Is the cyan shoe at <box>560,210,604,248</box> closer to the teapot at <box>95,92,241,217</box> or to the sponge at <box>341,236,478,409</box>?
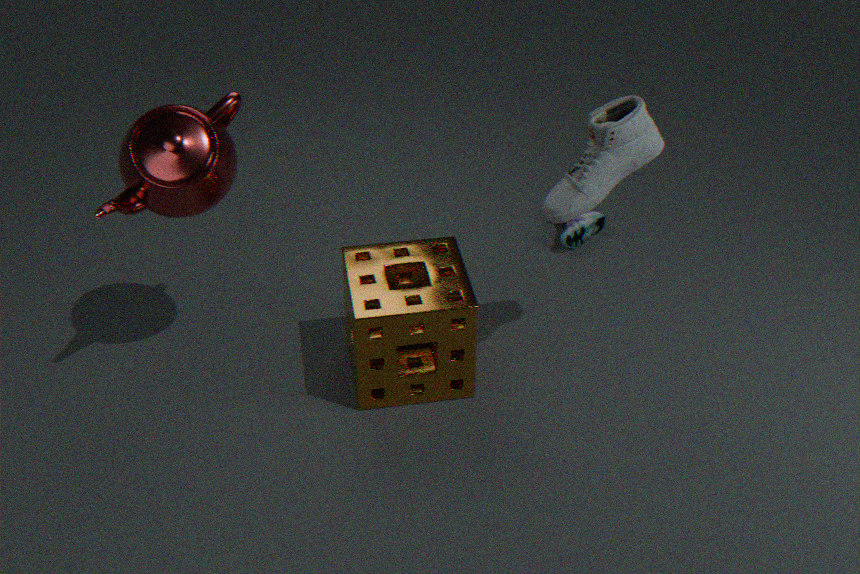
the sponge at <box>341,236,478,409</box>
